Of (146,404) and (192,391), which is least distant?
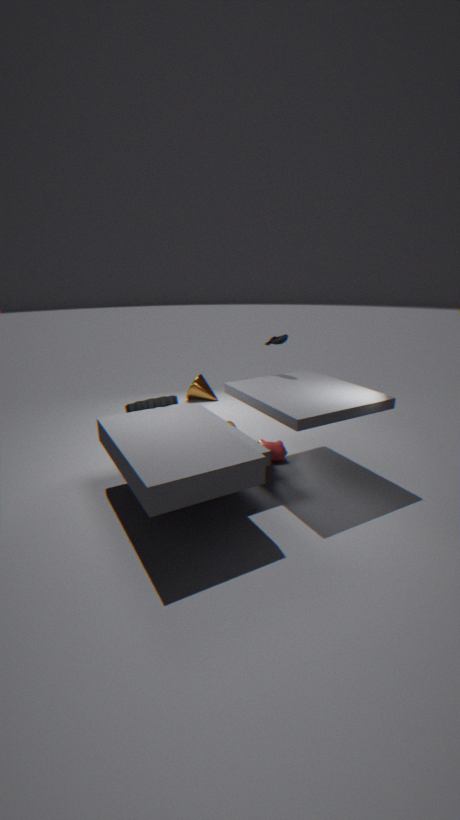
(146,404)
